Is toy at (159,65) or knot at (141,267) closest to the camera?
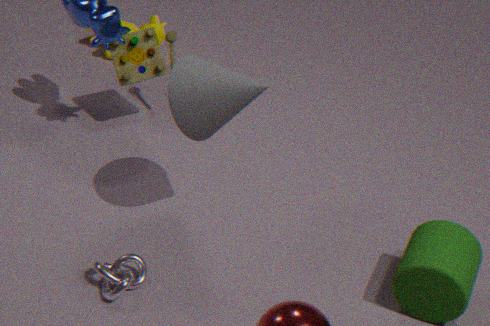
knot at (141,267)
